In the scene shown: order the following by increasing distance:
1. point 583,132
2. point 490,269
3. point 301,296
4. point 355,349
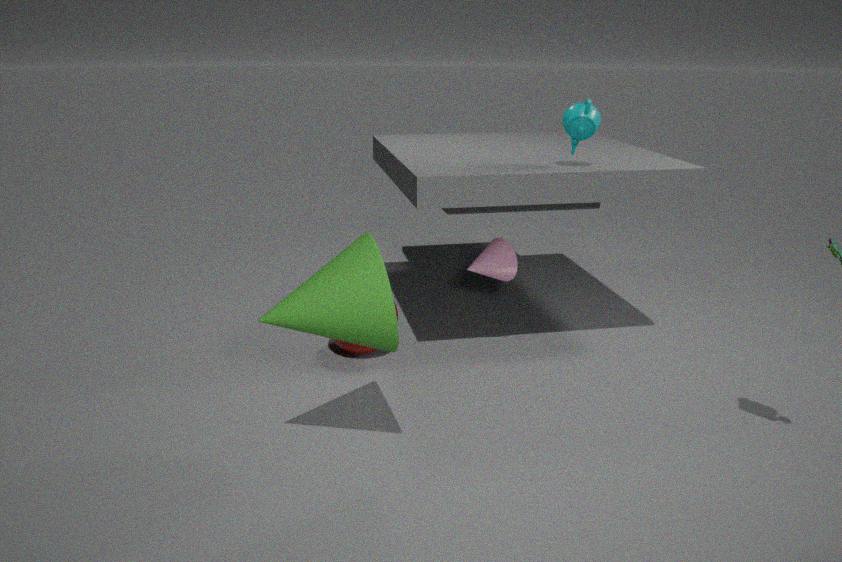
point 301,296, point 583,132, point 490,269, point 355,349
